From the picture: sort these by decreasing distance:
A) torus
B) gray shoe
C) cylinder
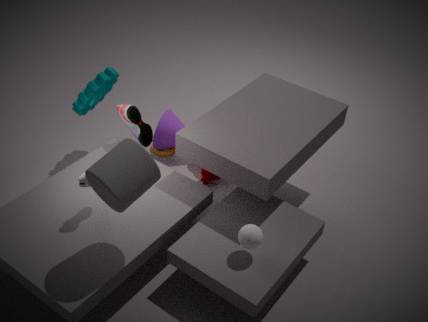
torus → gray shoe → cylinder
